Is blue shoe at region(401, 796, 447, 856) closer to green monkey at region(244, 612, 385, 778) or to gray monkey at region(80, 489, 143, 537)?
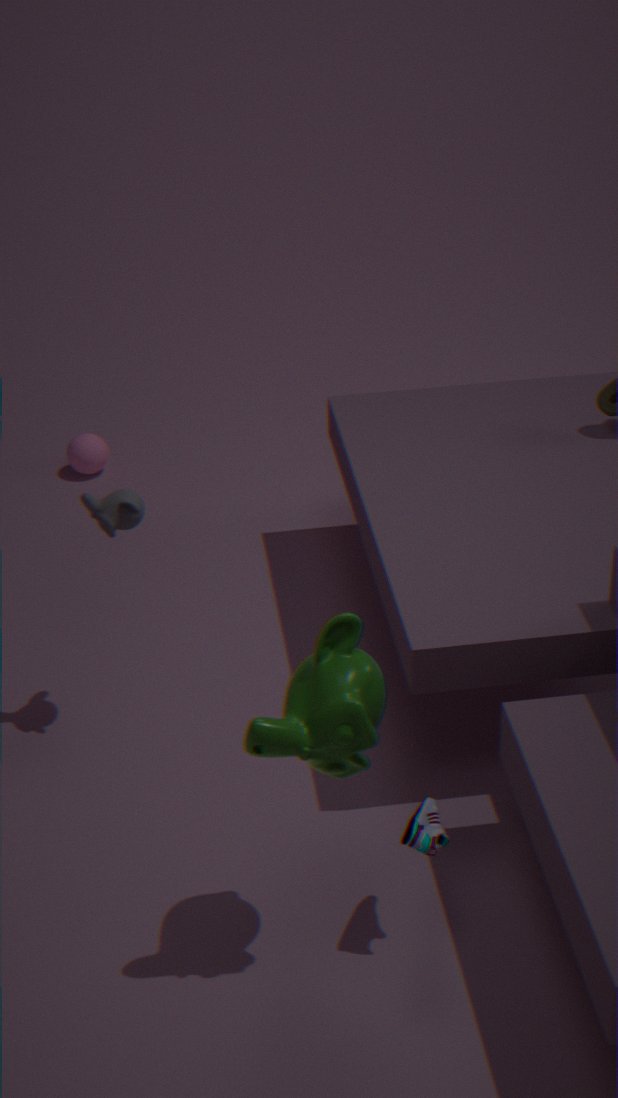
green monkey at region(244, 612, 385, 778)
